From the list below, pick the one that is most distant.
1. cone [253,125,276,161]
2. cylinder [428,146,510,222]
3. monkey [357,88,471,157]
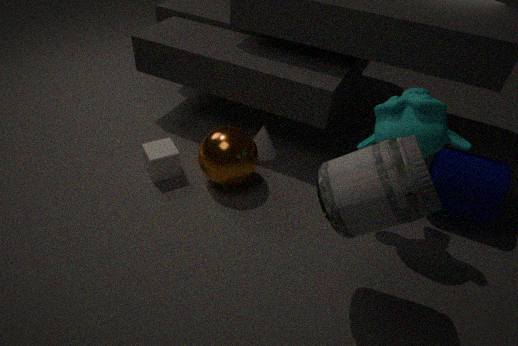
cone [253,125,276,161]
